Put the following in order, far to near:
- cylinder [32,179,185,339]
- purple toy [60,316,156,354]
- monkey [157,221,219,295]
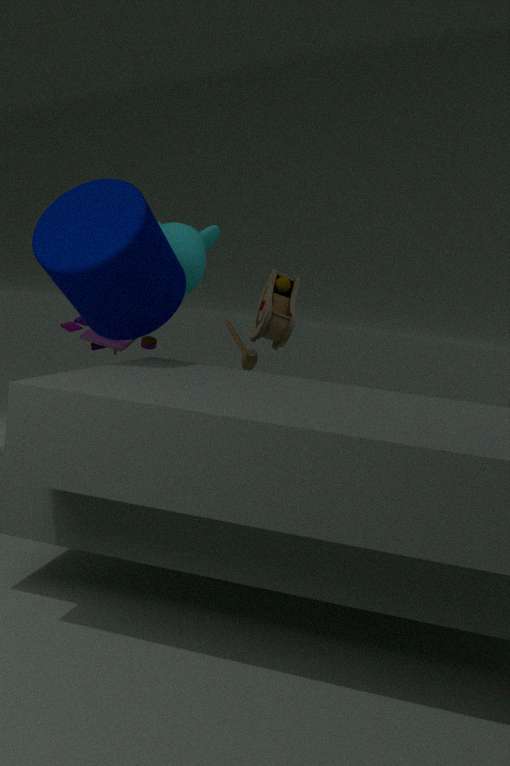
purple toy [60,316,156,354] → monkey [157,221,219,295] → cylinder [32,179,185,339]
